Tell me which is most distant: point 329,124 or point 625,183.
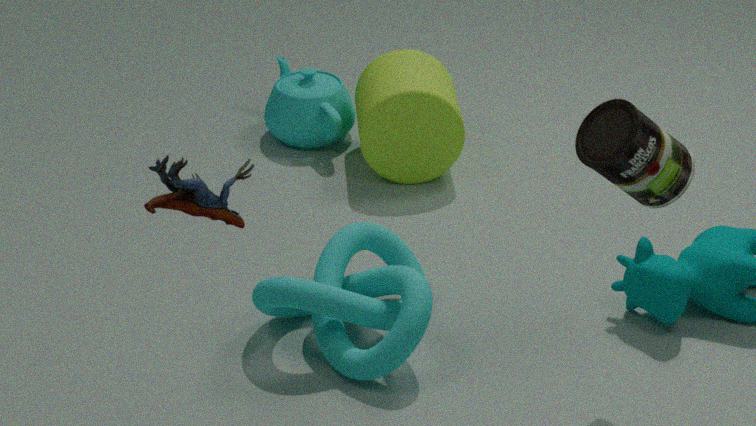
point 329,124
